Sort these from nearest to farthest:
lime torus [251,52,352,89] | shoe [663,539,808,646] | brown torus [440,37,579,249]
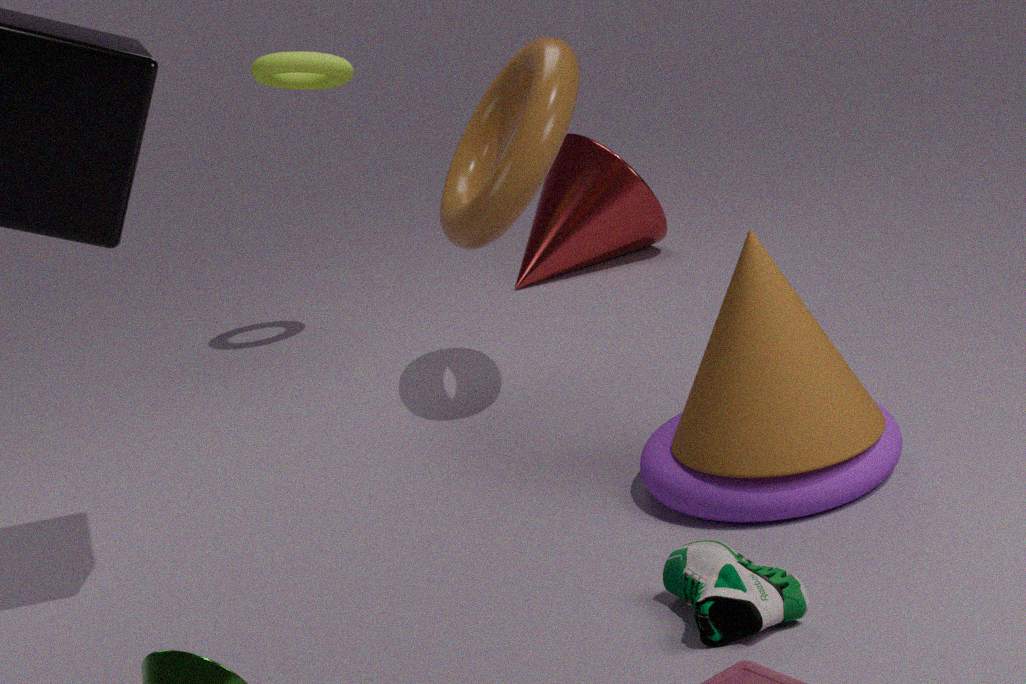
shoe [663,539,808,646] → brown torus [440,37,579,249] → lime torus [251,52,352,89]
